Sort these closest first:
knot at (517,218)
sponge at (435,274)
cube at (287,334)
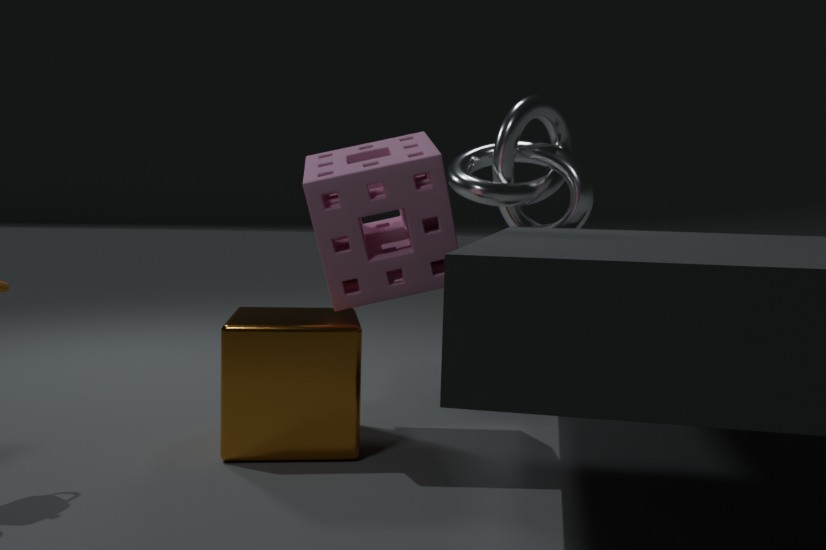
1. sponge at (435,274)
2. cube at (287,334)
3. knot at (517,218)
